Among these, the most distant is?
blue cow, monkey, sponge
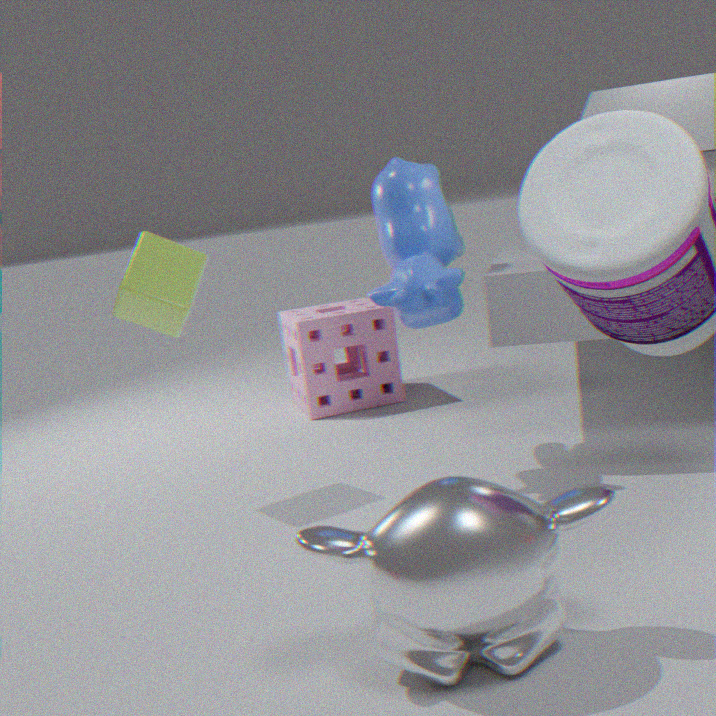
sponge
